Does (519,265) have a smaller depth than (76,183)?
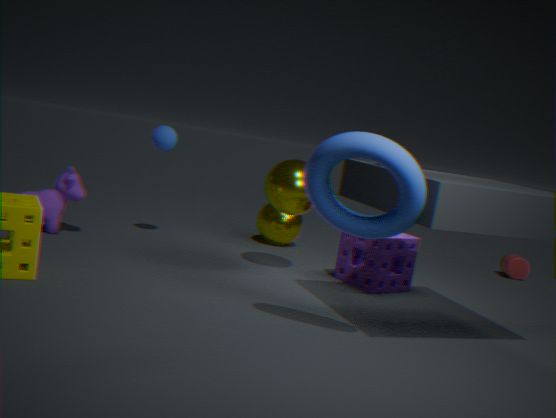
No
